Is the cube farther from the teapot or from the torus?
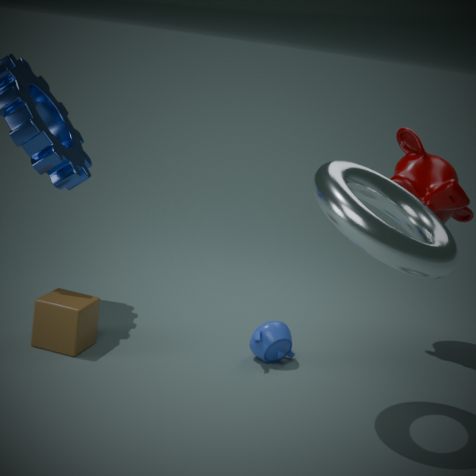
the torus
